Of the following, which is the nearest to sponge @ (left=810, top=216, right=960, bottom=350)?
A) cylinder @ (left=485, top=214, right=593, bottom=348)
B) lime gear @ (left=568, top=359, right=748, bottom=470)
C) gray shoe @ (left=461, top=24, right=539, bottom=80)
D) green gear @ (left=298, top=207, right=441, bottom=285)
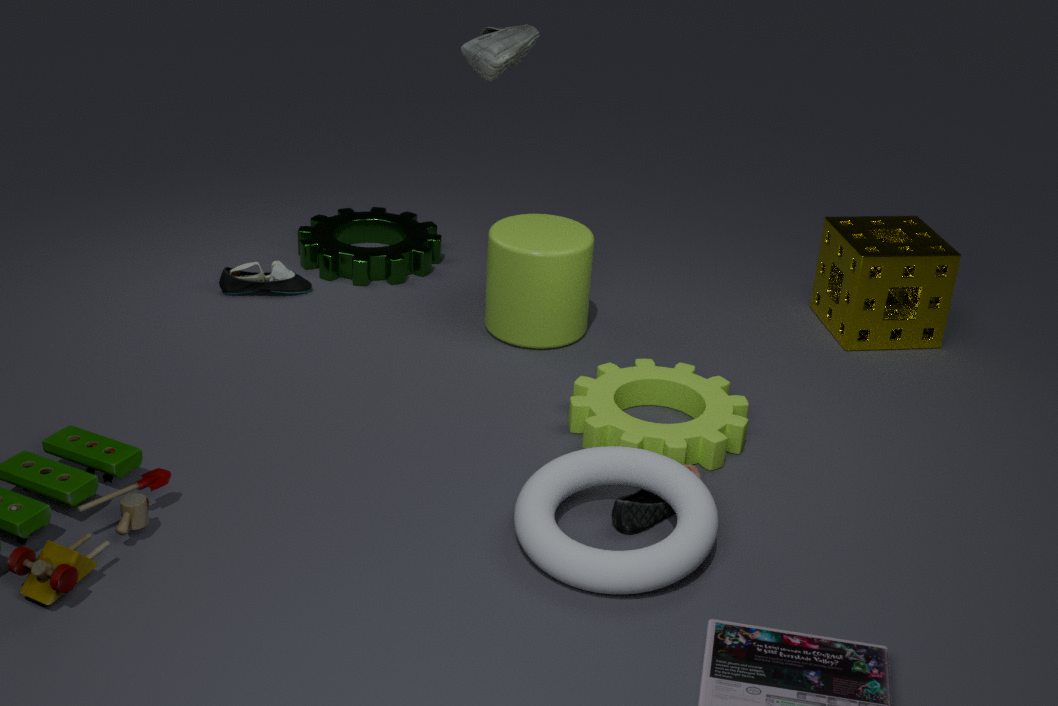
lime gear @ (left=568, top=359, right=748, bottom=470)
